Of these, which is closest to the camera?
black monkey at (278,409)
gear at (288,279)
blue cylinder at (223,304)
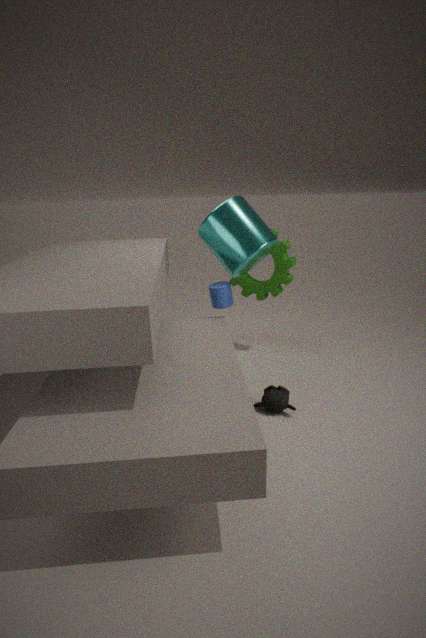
black monkey at (278,409)
